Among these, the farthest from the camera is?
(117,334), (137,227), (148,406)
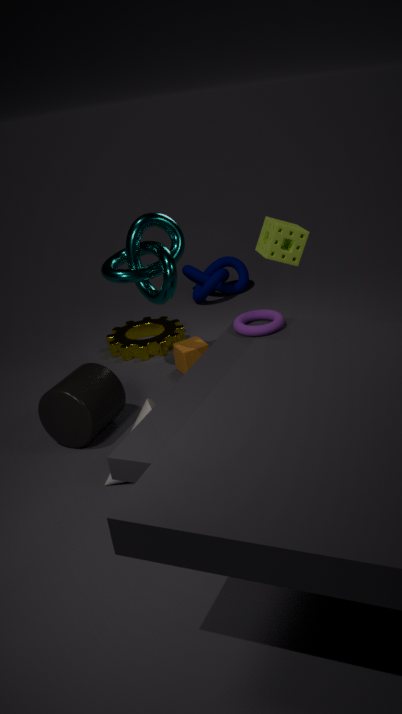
(117,334)
